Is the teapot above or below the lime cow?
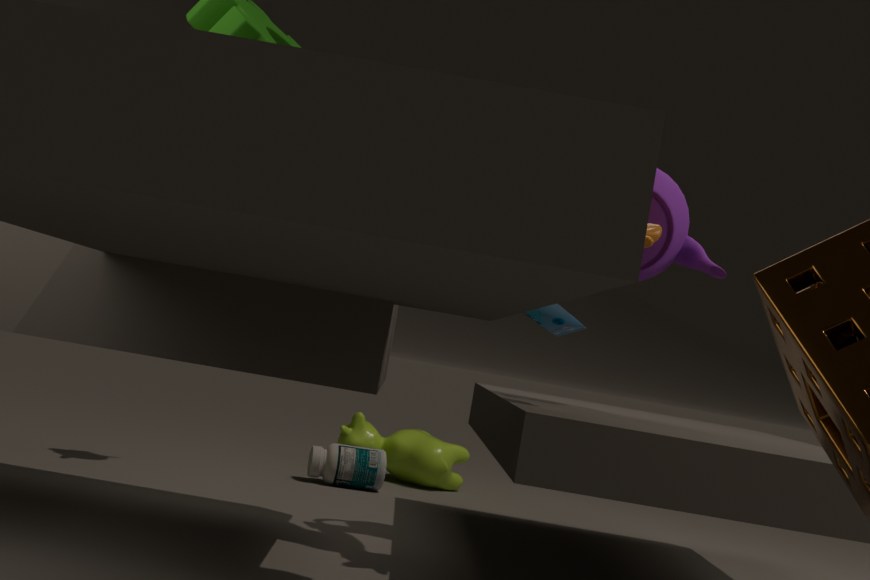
above
